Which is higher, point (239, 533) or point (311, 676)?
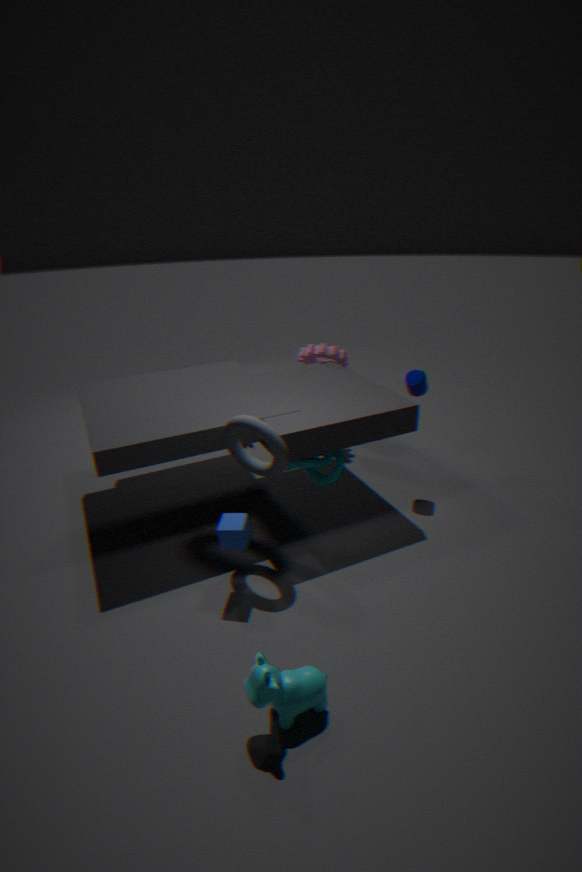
point (239, 533)
